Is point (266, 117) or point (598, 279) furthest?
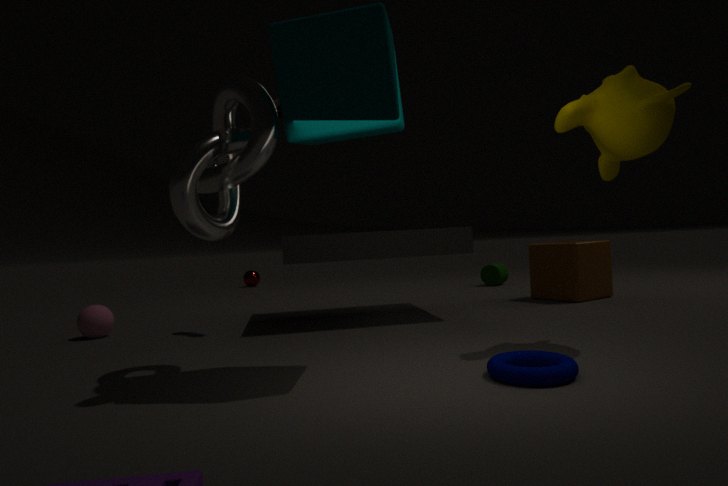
point (598, 279)
